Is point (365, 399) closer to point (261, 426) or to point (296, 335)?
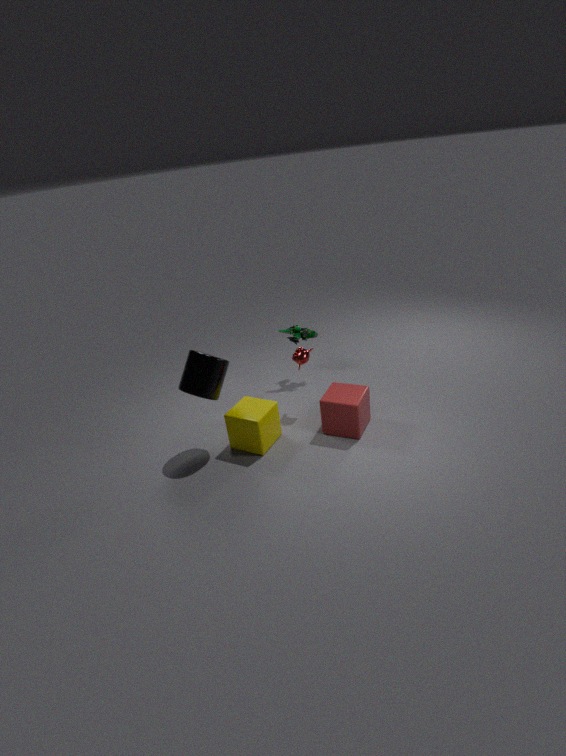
point (261, 426)
